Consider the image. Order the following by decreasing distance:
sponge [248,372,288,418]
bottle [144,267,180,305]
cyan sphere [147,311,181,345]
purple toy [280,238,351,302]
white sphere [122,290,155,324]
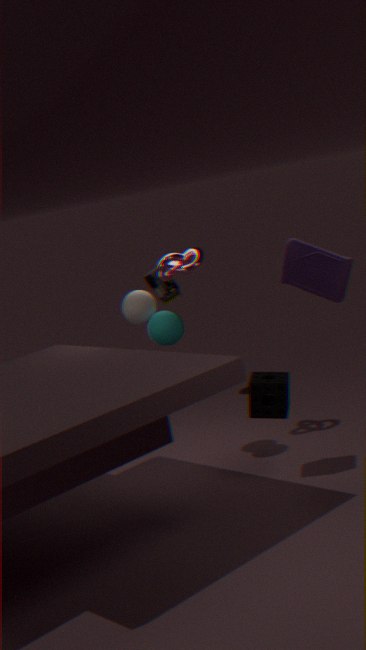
bottle [144,267,180,305] → white sphere [122,290,155,324] → cyan sphere [147,311,181,345] → sponge [248,372,288,418] → purple toy [280,238,351,302]
